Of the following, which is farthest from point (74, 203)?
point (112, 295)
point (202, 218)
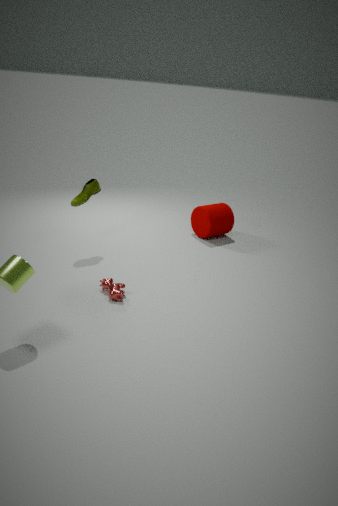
point (202, 218)
